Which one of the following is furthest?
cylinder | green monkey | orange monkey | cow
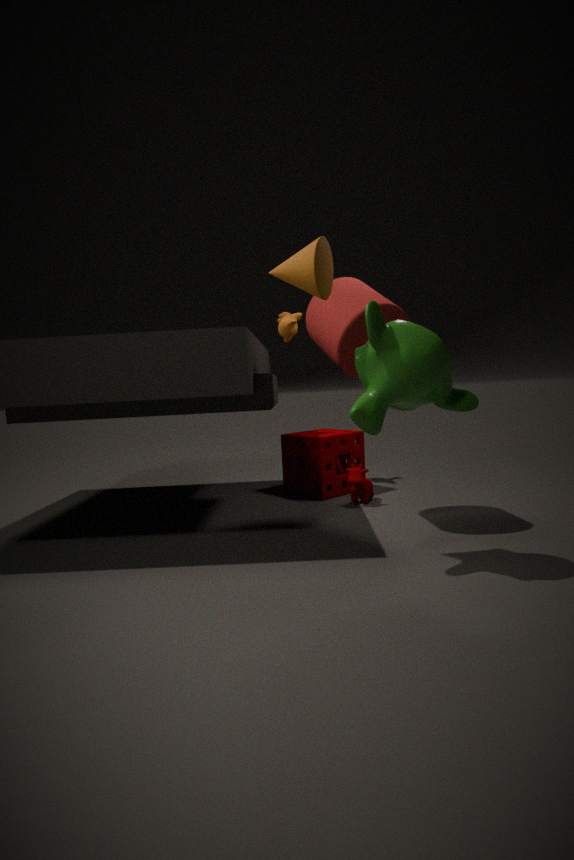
orange monkey
